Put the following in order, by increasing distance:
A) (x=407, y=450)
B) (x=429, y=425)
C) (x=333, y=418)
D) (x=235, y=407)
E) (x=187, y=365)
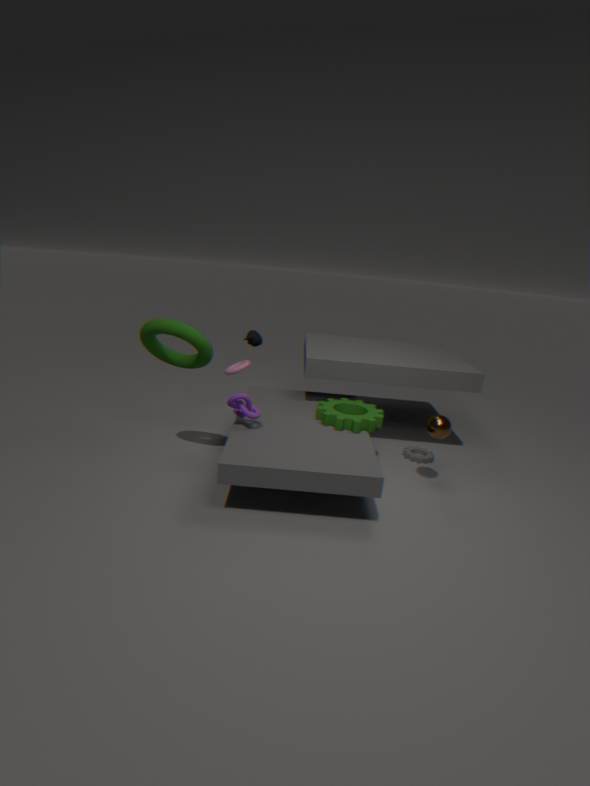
1. (x=235, y=407)
2. (x=429, y=425)
3. (x=187, y=365)
4. (x=333, y=418)
5. (x=407, y=450)
